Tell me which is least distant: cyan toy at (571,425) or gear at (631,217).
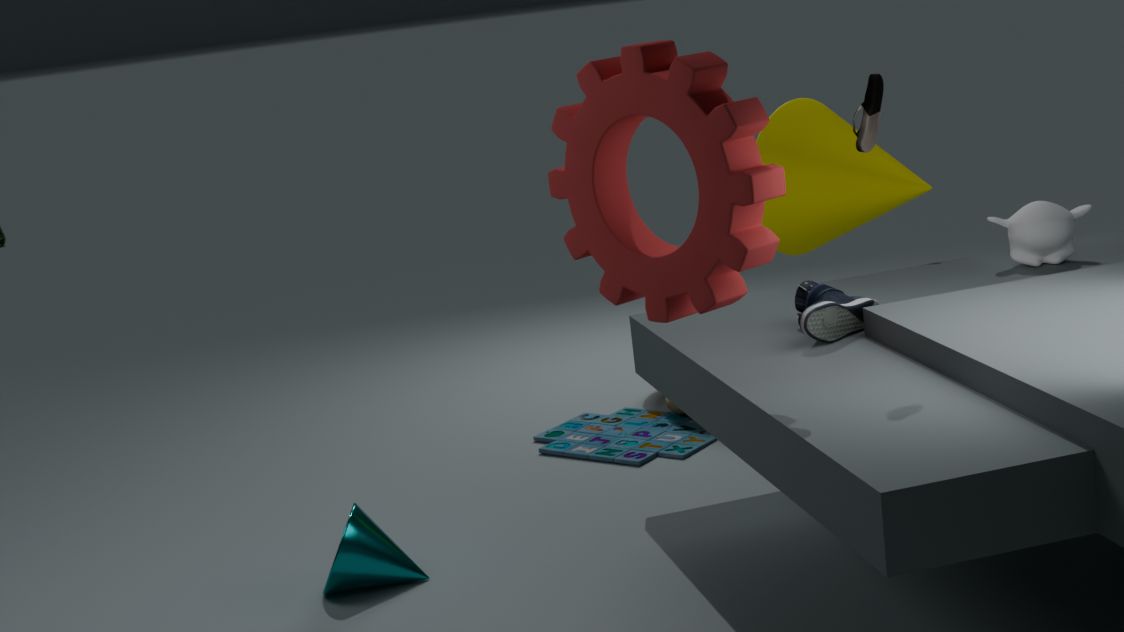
gear at (631,217)
